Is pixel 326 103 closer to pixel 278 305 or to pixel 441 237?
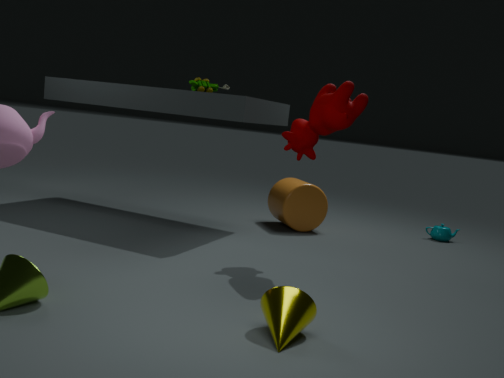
pixel 278 305
